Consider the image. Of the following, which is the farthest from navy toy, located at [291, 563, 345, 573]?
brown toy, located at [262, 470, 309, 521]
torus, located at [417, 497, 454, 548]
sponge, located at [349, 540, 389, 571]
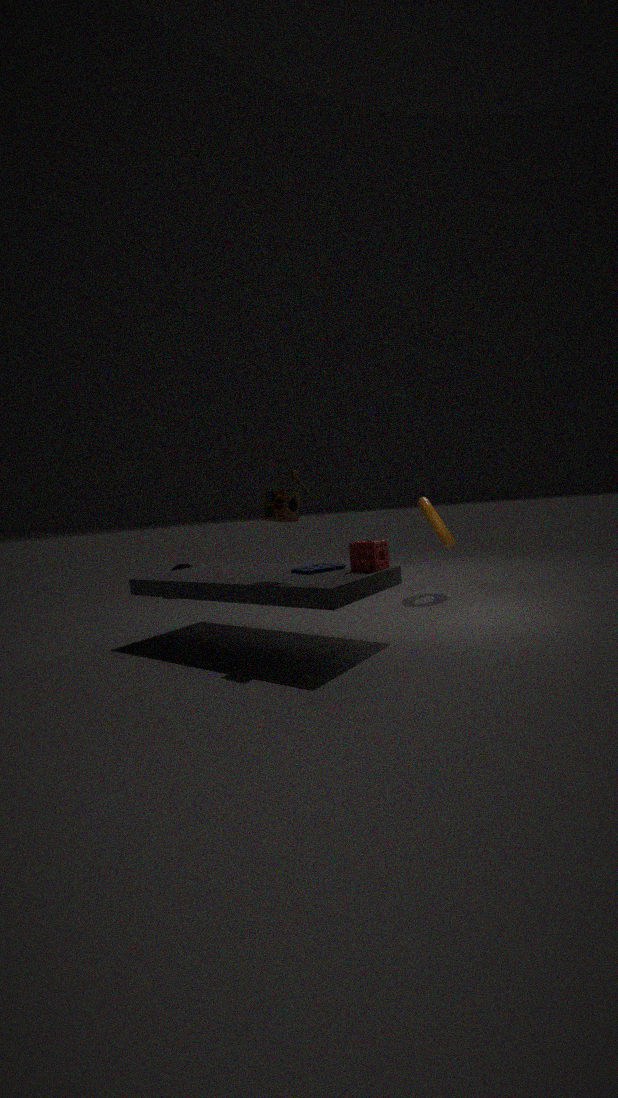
torus, located at [417, 497, 454, 548]
